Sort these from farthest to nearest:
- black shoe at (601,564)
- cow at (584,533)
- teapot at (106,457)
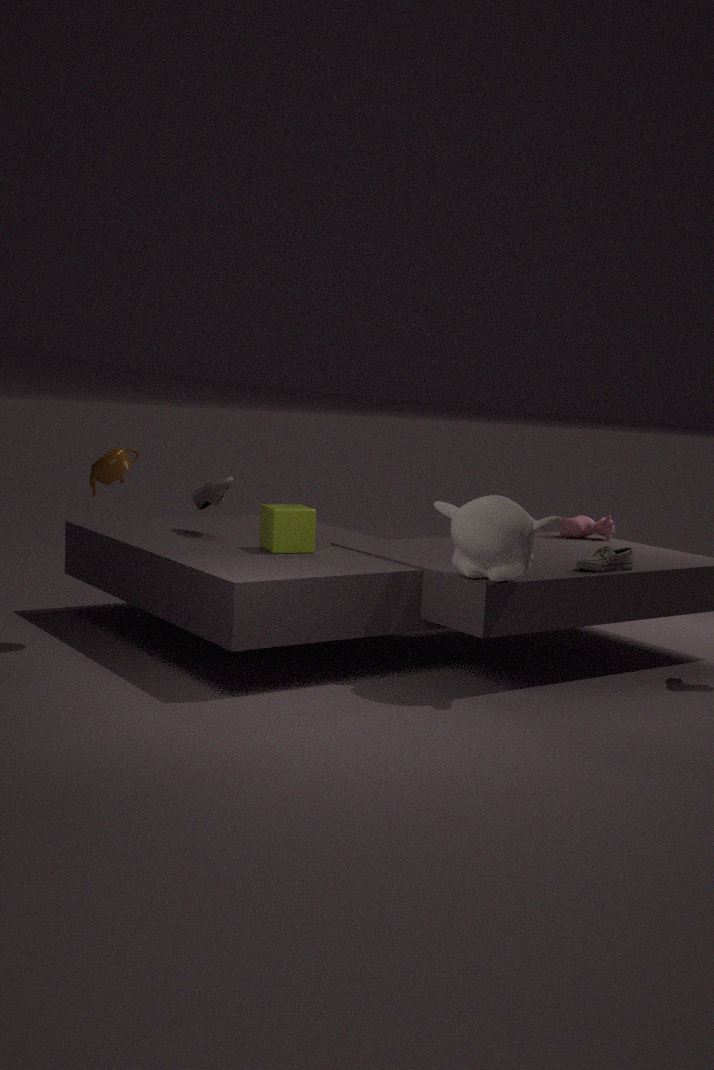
cow at (584,533) < black shoe at (601,564) < teapot at (106,457)
